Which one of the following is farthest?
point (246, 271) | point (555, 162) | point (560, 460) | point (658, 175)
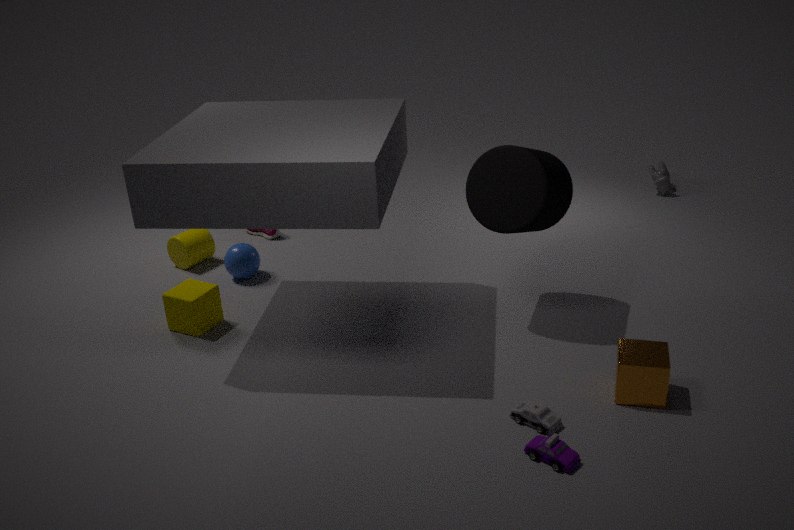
point (658, 175)
